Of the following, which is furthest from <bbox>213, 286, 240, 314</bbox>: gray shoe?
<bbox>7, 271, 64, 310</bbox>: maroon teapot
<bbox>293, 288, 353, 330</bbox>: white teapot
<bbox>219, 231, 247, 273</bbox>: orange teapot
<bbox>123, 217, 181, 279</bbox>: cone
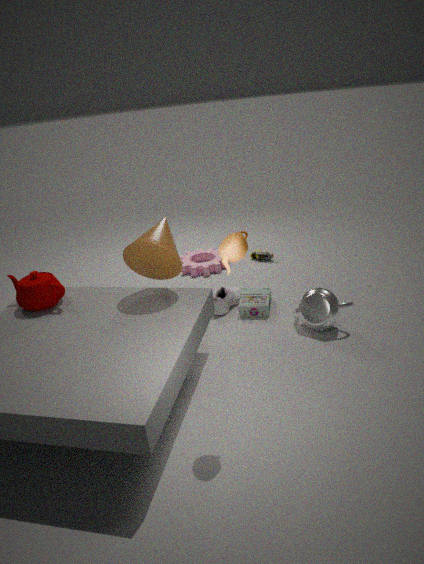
<bbox>219, 231, 247, 273</bbox>: orange teapot
